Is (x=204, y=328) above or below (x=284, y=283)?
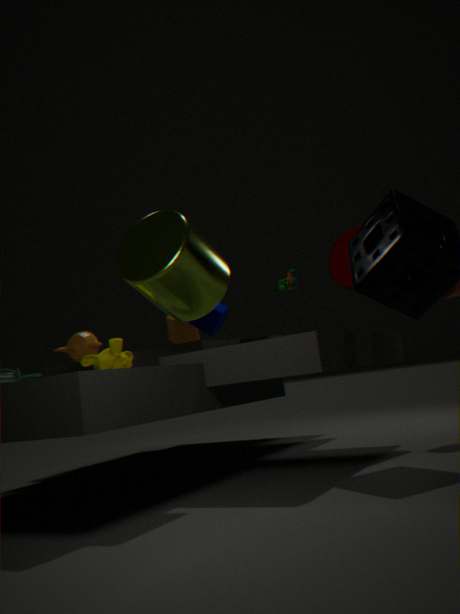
below
